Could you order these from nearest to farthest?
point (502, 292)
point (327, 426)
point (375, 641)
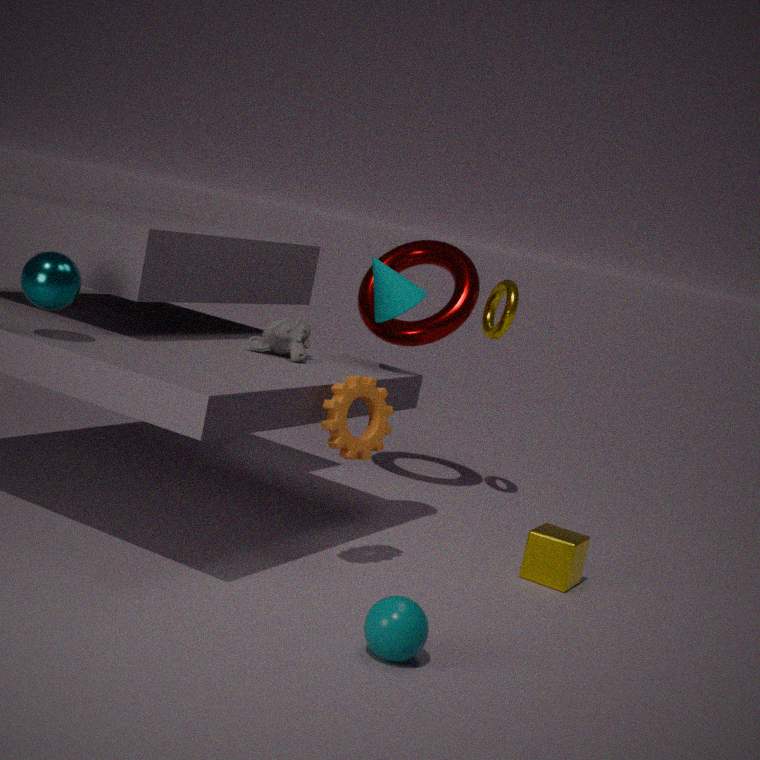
point (375, 641) < point (327, 426) < point (502, 292)
